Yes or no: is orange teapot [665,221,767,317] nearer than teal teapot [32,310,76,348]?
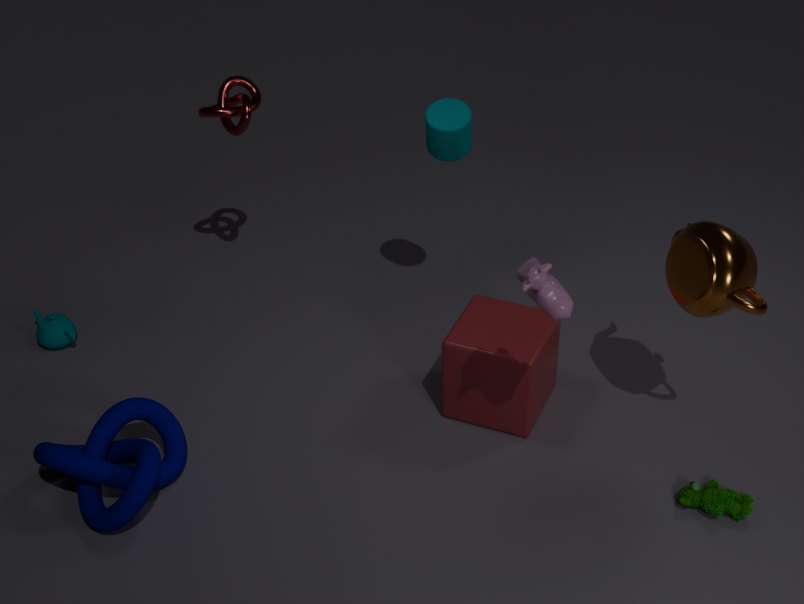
Yes
